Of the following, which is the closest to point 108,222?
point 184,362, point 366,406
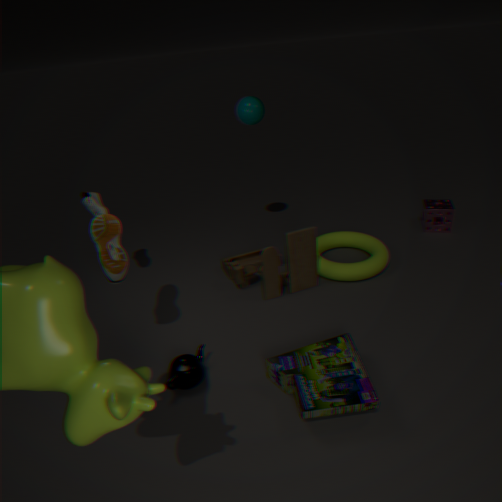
point 184,362
